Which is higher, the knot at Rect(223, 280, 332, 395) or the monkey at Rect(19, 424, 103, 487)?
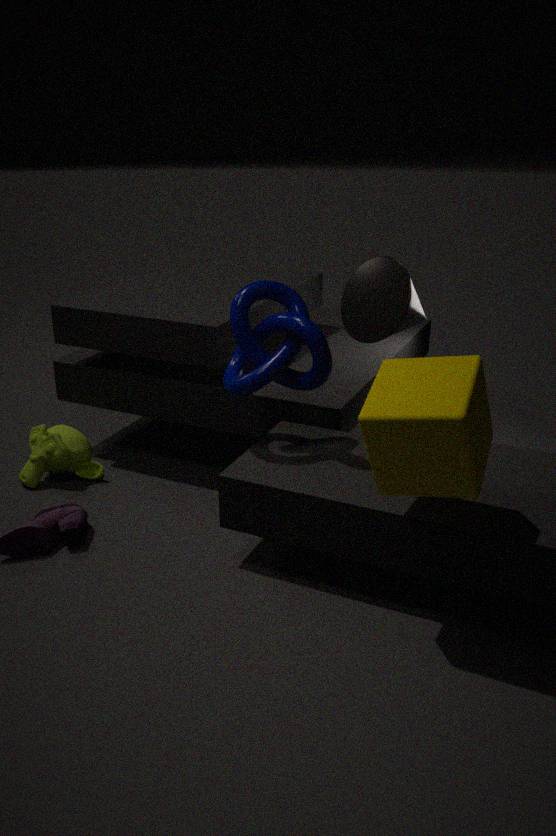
the knot at Rect(223, 280, 332, 395)
